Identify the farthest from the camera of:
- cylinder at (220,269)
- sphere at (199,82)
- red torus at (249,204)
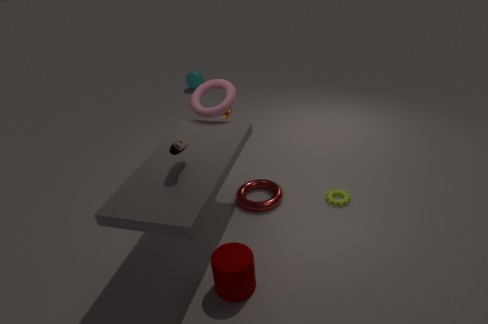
sphere at (199,82)
